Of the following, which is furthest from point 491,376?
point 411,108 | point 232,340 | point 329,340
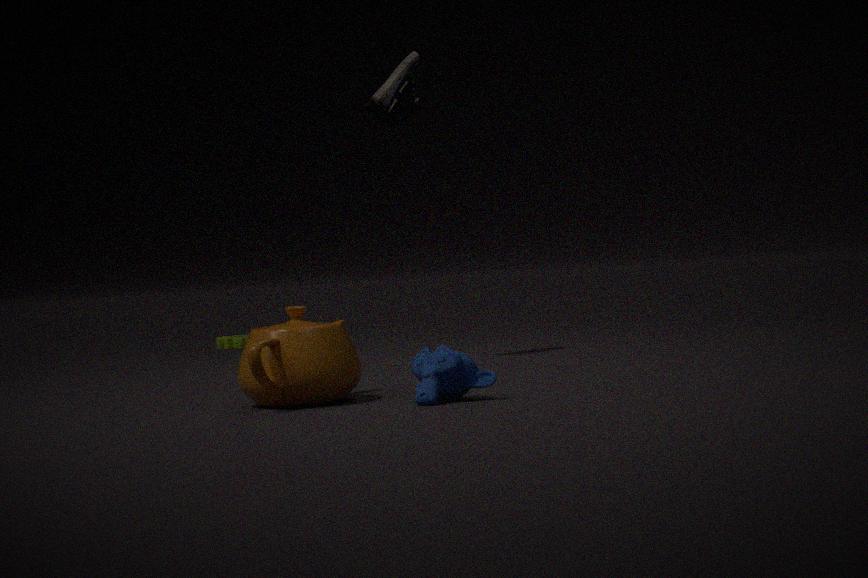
point 232,340
